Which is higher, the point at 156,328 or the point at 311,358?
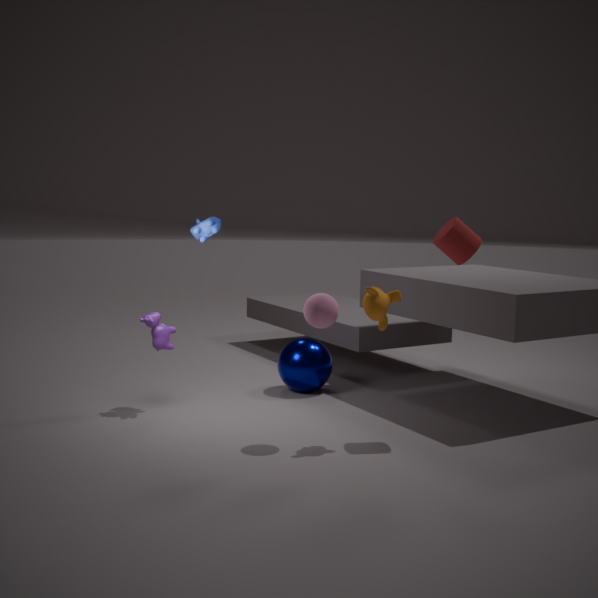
the point at 156,328
